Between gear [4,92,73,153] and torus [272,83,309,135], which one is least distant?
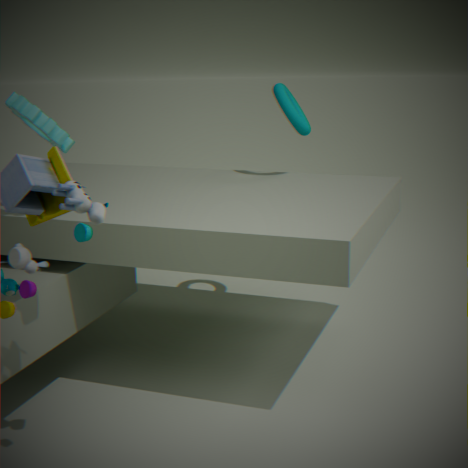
gear [4,92,73,153]
